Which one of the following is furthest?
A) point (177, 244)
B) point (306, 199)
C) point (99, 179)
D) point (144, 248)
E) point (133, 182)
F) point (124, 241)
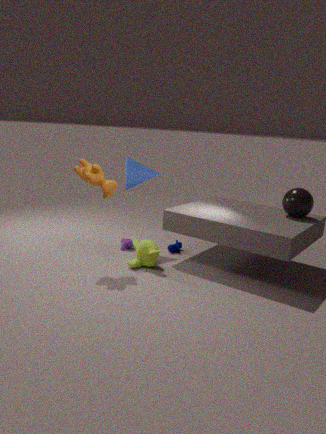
point (177, 244)
